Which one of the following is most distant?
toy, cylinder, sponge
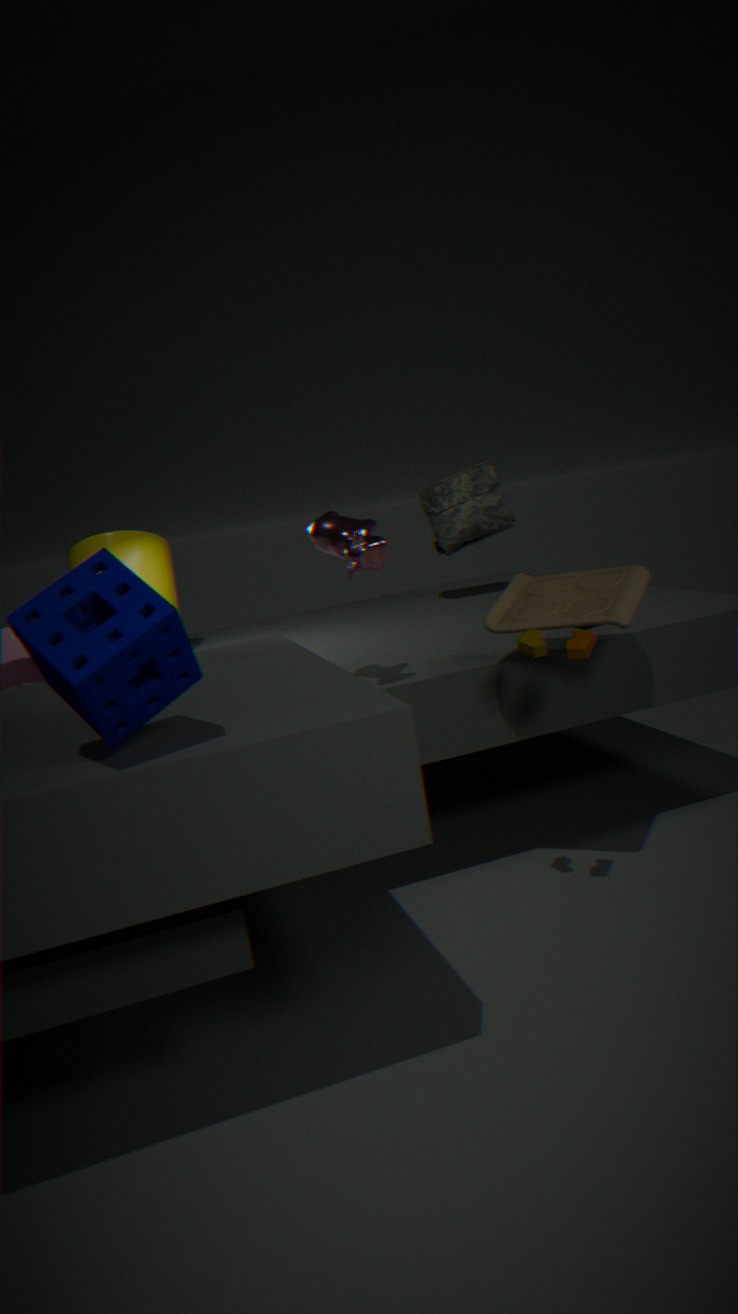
cylinder
